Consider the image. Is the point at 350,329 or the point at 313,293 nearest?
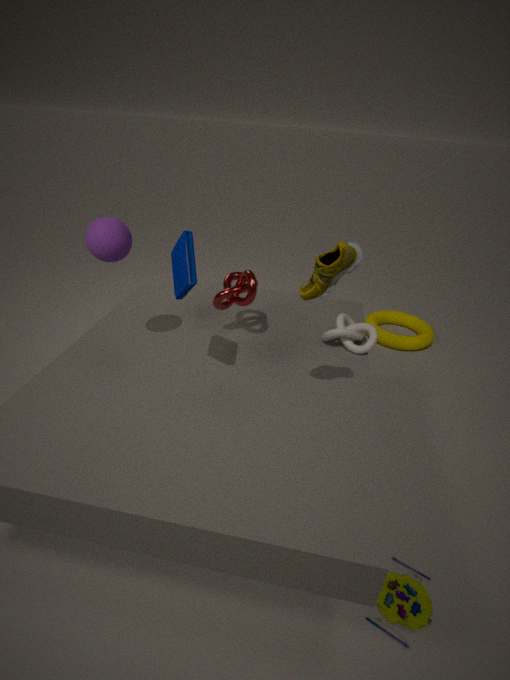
the point at 313,293
